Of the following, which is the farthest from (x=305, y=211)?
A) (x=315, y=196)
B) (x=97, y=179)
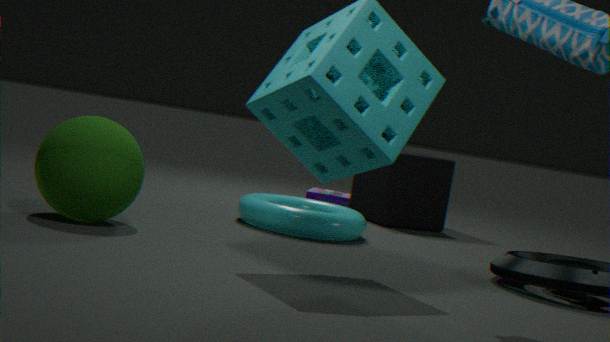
(x=315, y=196)
